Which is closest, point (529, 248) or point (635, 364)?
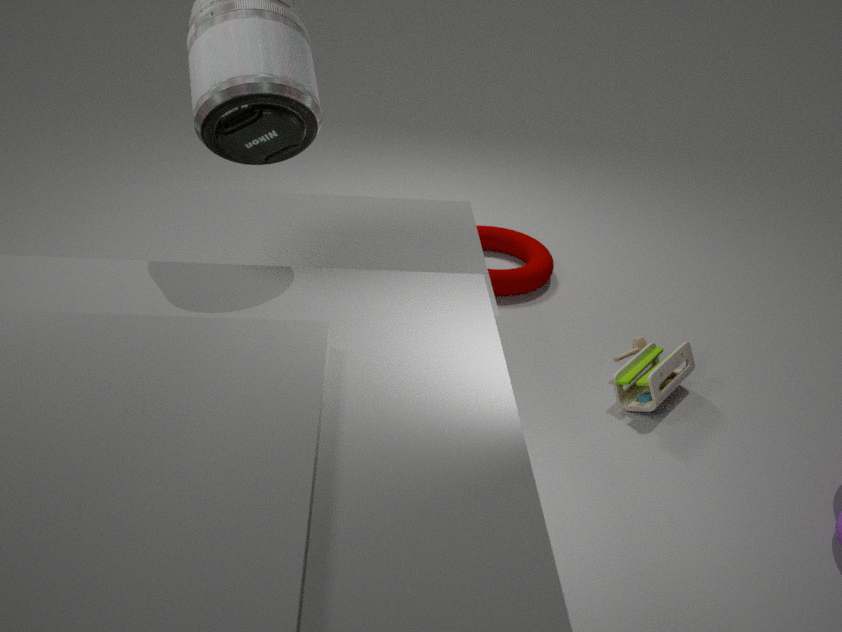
point (635, 364)
